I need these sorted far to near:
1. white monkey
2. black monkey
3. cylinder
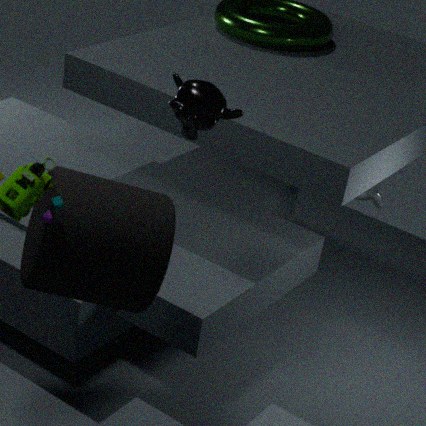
white monkey → black monkey → cylinder
